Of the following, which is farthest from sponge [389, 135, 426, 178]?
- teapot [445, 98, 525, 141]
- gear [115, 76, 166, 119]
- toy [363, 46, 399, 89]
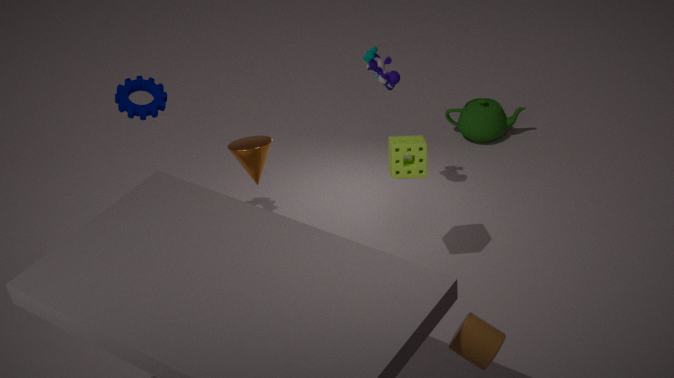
teapot [445, 98, 525, 141]
